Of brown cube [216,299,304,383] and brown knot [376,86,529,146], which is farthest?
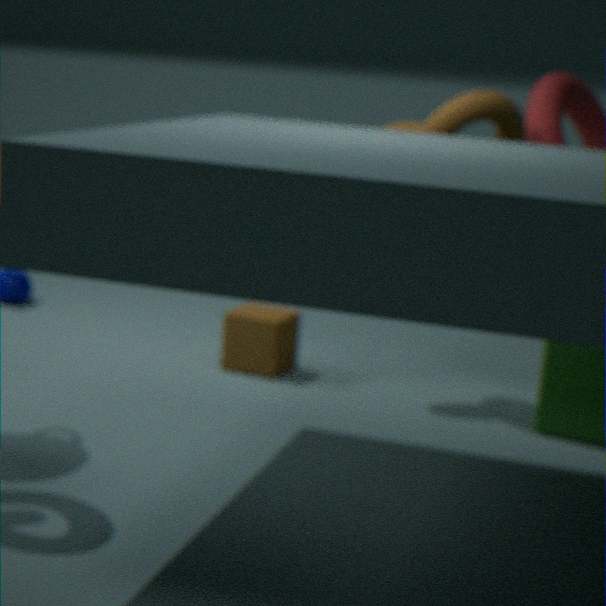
brown cube [216,299,304,383]
